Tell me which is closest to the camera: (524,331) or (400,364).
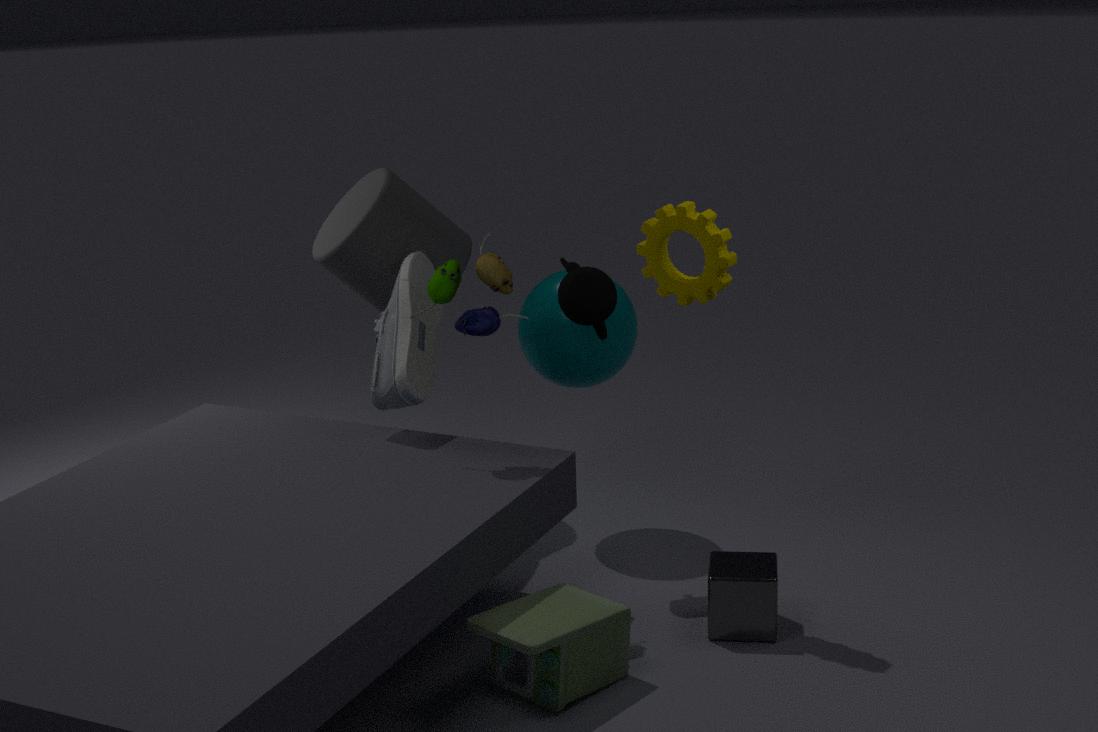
(400,364)
